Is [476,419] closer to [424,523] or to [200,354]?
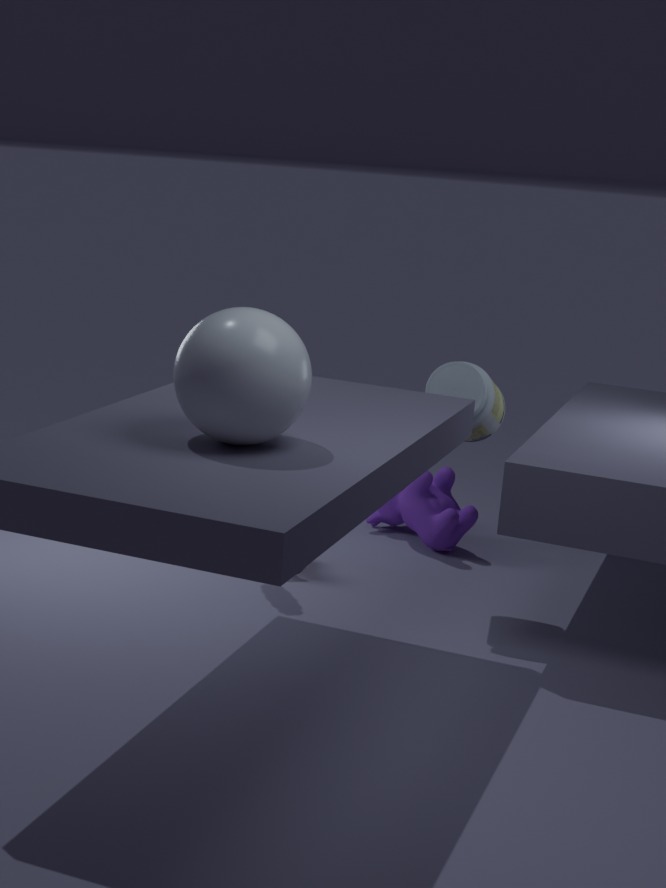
[424,523]
